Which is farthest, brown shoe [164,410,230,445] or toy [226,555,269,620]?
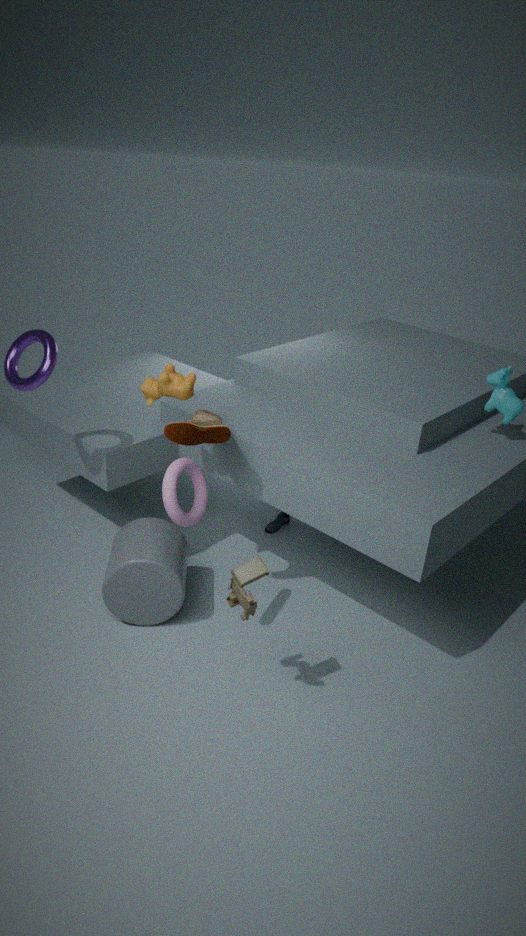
brown shoe [164,410,230,445]
